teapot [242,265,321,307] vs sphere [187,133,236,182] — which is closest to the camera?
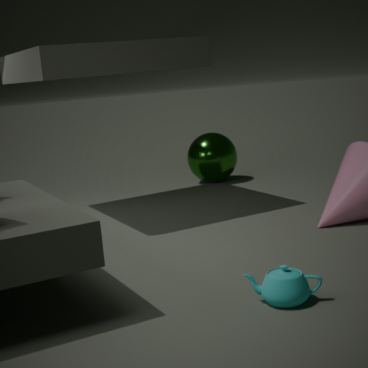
teapot [242,265,321,307]
